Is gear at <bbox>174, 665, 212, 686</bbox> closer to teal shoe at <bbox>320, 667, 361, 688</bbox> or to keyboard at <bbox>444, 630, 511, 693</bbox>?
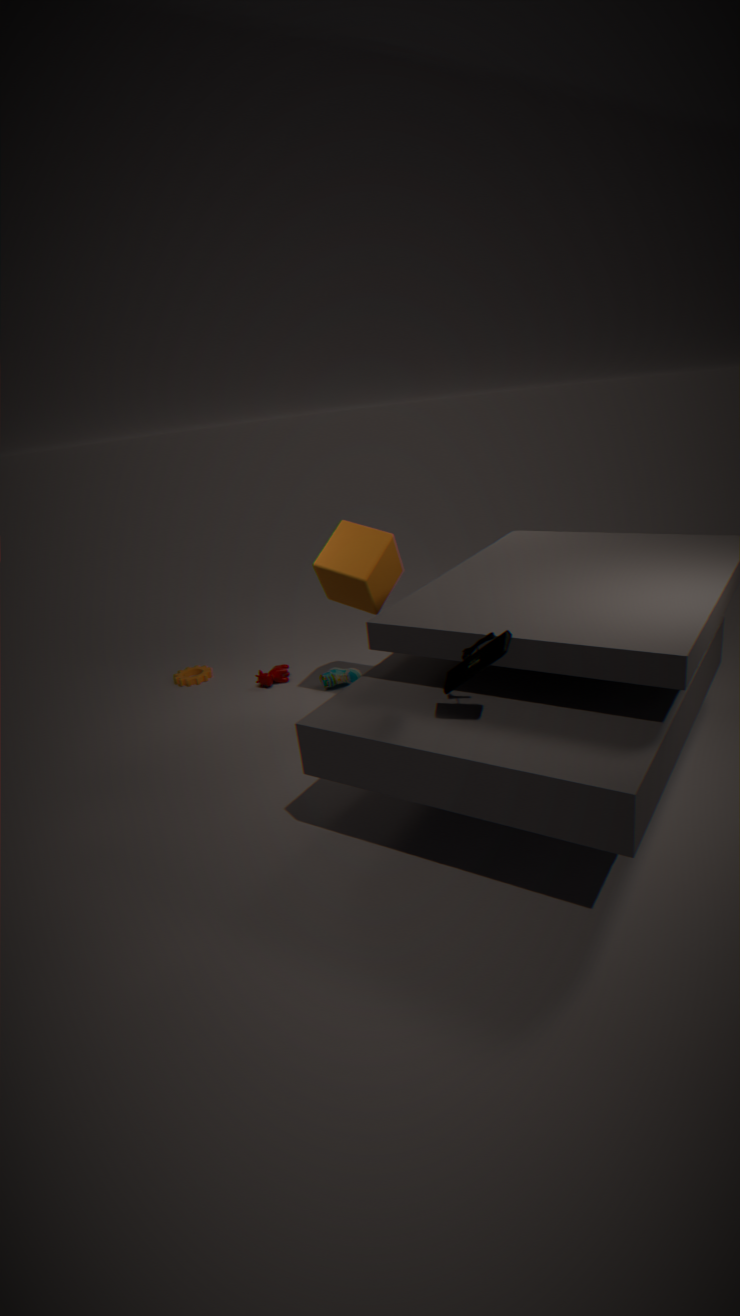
teal shoe at <bbox>320, 667, 361, 688</bbox>
